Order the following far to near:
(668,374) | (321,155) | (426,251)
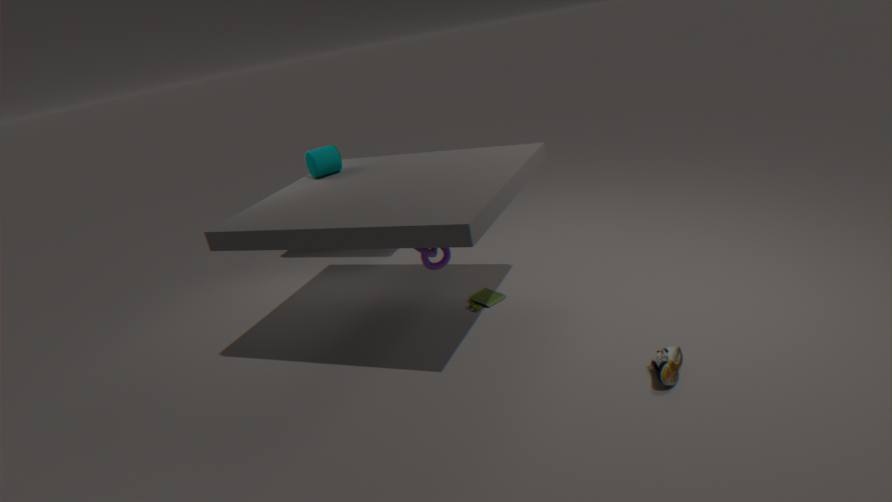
(321,155) < (426,251) < (668,374)
